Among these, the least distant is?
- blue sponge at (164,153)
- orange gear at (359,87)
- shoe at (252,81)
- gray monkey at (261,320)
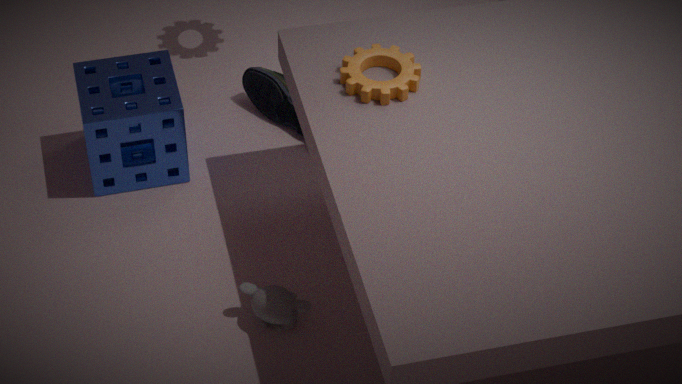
gray monkey at (261,320)
